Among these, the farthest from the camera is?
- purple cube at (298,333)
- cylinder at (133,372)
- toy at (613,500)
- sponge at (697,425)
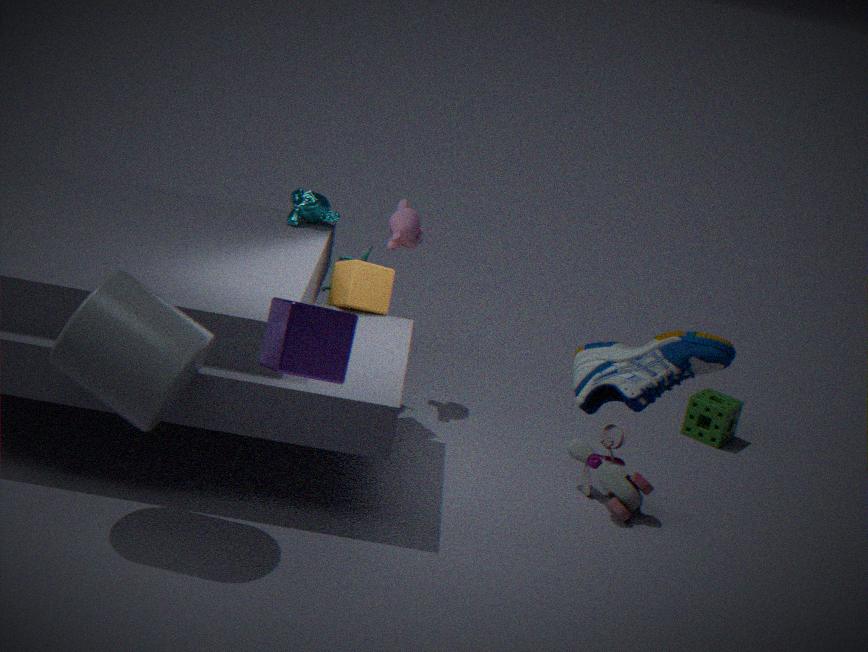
sponge at (697,425)
